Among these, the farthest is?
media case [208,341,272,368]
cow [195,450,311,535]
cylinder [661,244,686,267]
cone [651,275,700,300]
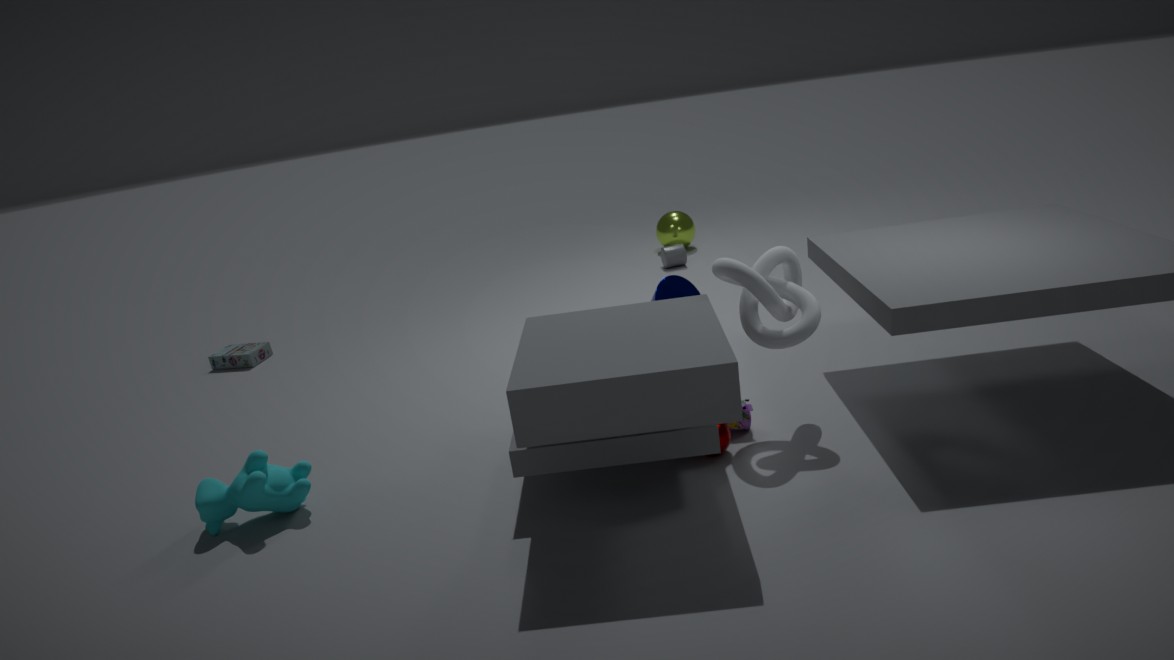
cylinder [661,244,686,267]
